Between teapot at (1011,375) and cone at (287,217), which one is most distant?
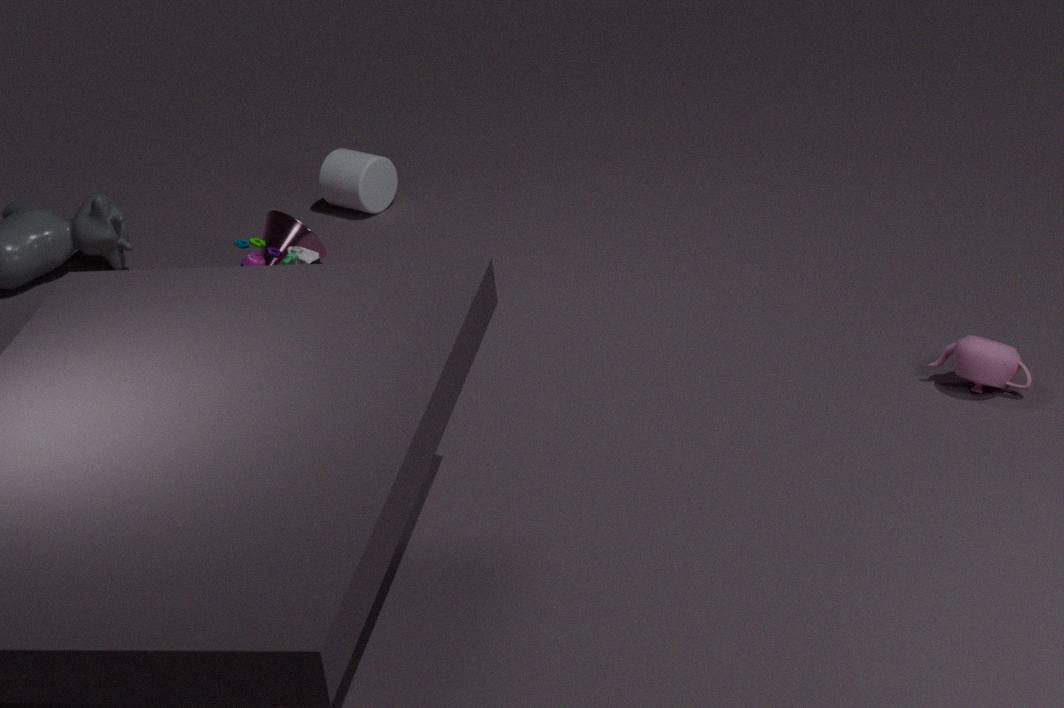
cone at (287,217)
